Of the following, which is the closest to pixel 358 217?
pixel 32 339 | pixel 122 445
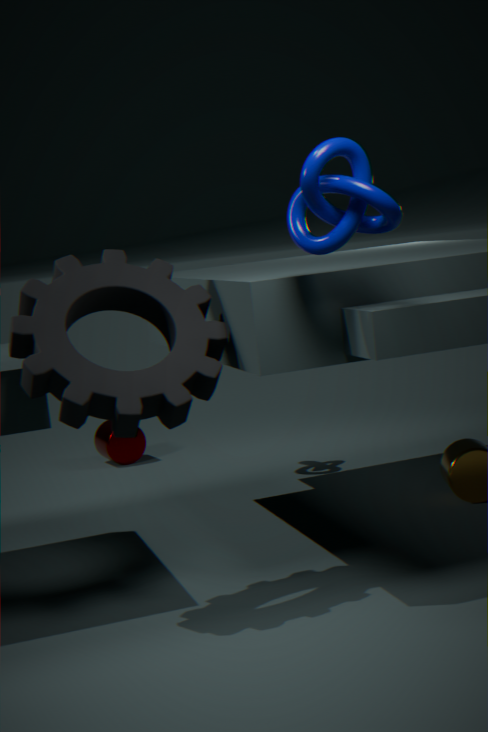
pixel 32 339
